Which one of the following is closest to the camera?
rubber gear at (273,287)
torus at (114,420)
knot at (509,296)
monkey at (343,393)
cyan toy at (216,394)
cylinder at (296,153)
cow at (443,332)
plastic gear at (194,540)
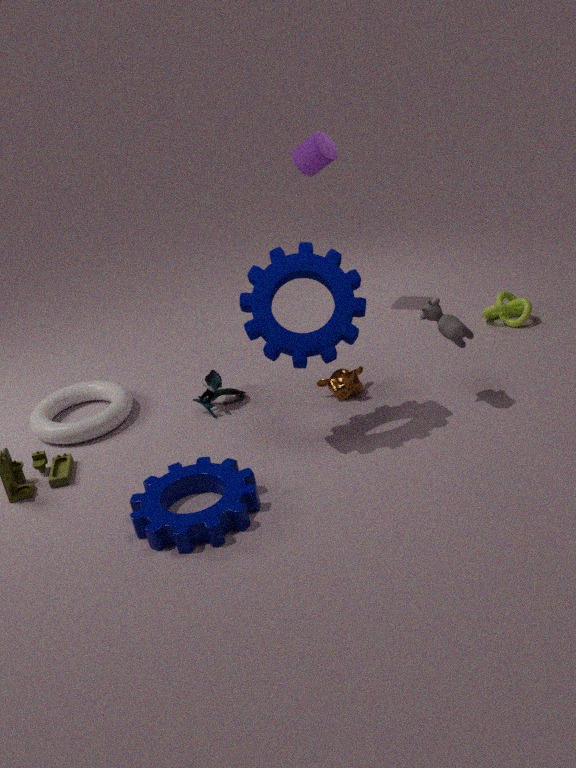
plastic gear at (194,540)
